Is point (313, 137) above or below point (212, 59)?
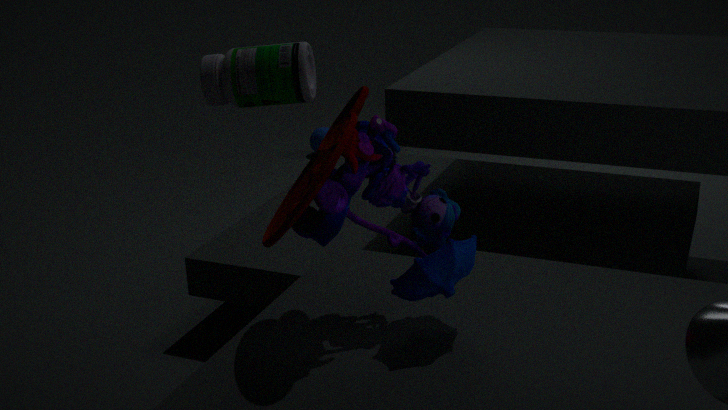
below
